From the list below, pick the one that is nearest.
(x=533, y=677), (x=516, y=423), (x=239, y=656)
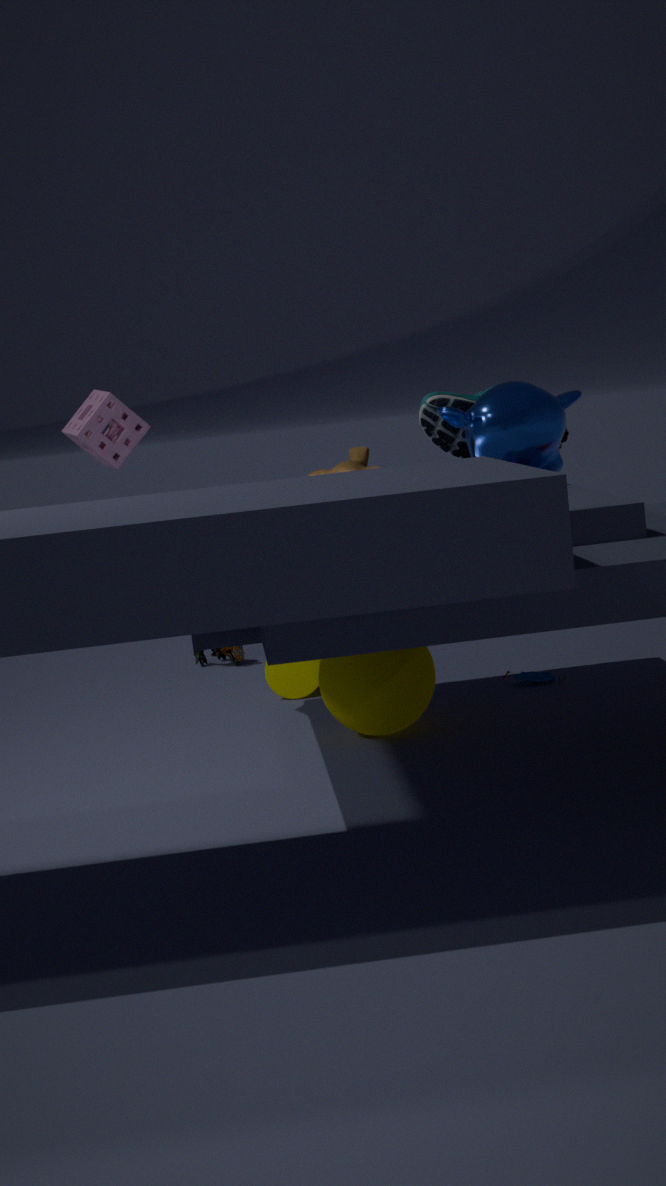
(x=516, y=423)
